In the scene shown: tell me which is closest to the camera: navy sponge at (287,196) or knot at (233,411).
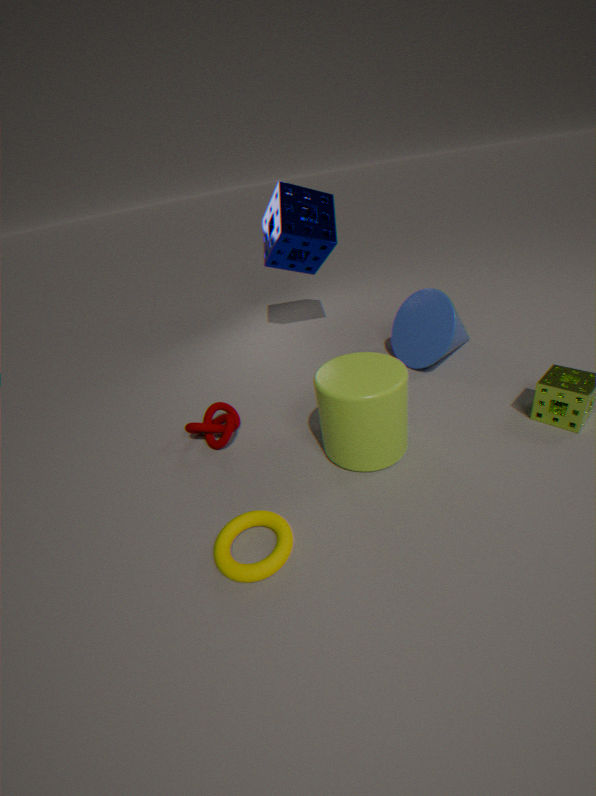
knot at (233,411)
